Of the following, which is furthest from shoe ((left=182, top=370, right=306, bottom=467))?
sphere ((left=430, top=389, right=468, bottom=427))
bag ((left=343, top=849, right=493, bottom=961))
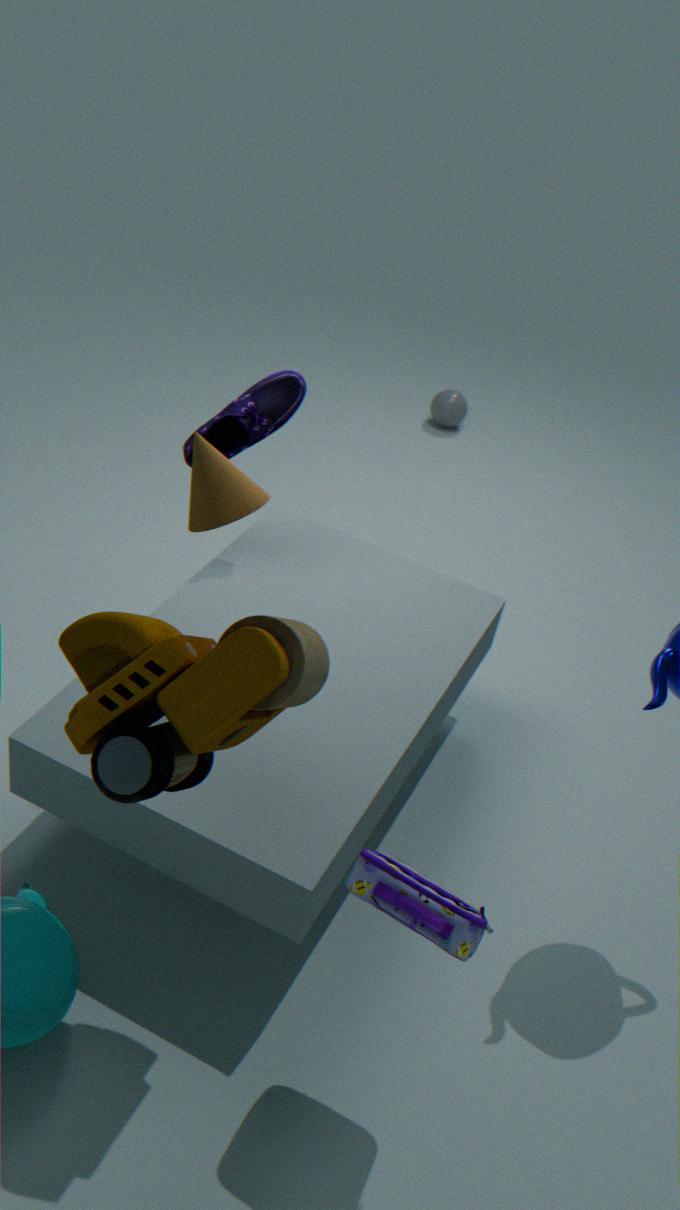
sphere ((left=430, top=389, right=468, bottom=427))
